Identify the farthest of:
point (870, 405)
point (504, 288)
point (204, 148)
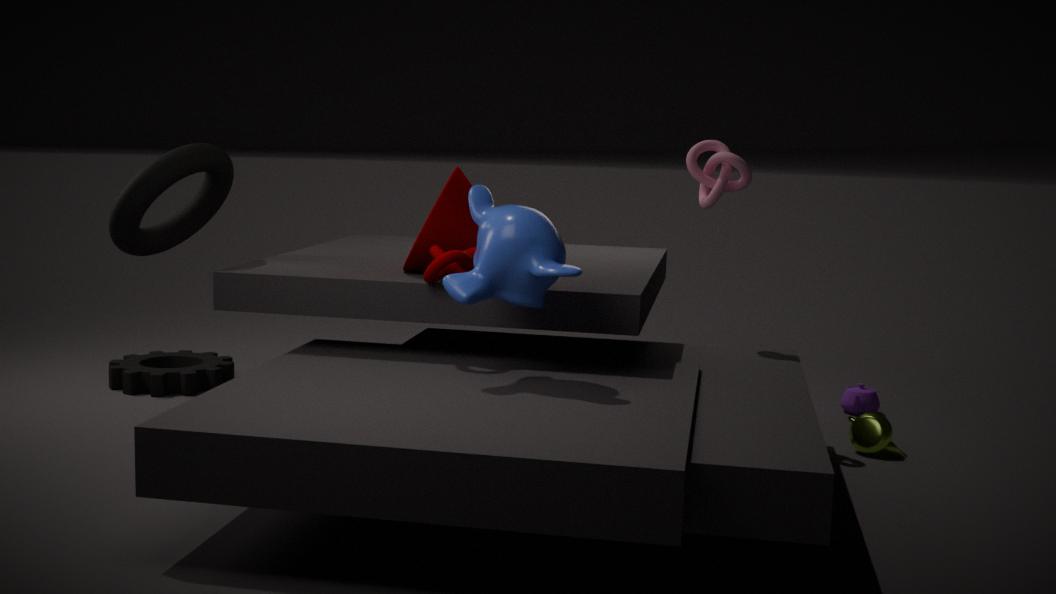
point (870, 405)
